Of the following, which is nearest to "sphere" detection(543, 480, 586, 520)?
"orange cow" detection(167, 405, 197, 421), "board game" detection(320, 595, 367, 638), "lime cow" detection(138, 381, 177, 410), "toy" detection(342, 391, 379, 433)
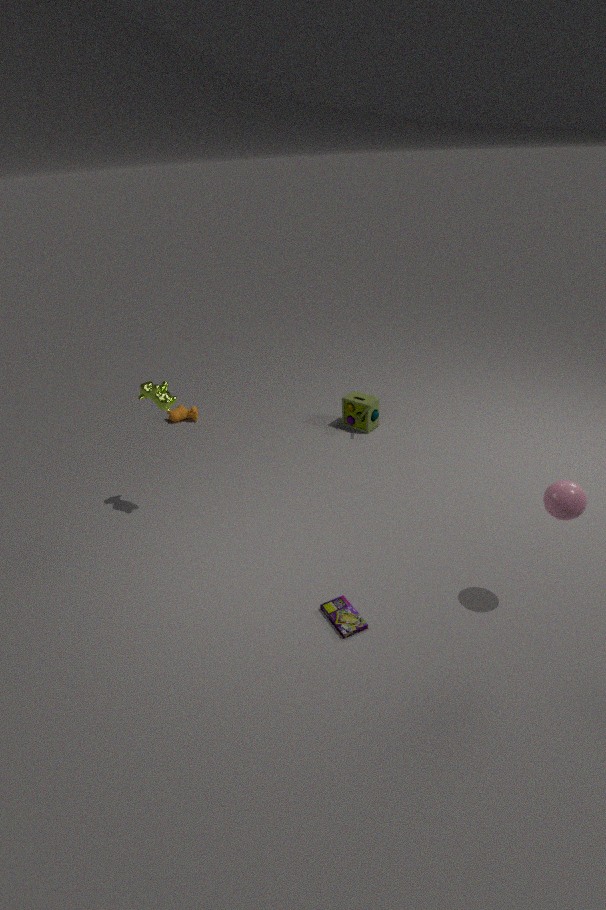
"board game" detection(320, 595, 367, 638)
